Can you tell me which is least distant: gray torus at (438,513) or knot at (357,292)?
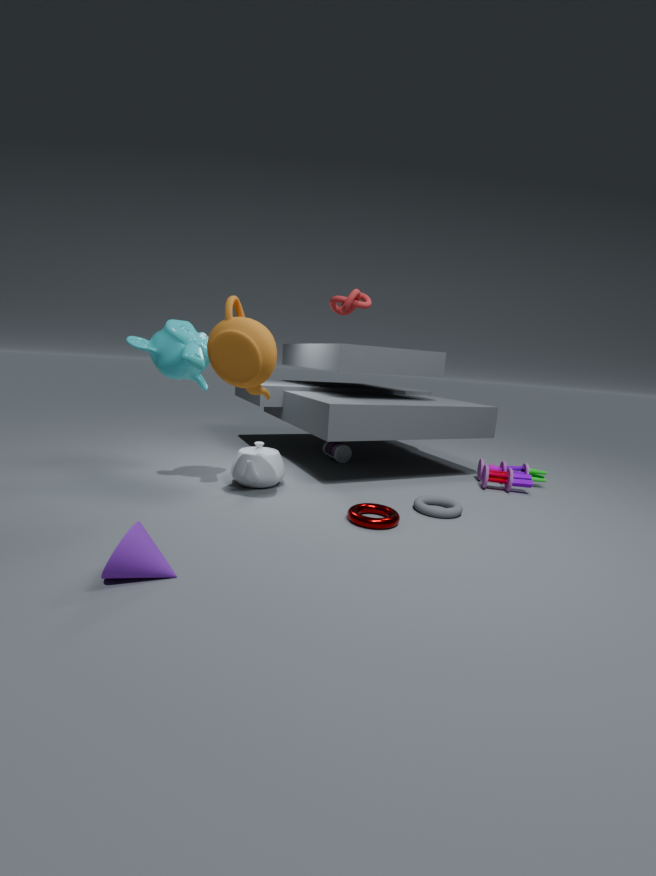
gray torus at (438,513)
